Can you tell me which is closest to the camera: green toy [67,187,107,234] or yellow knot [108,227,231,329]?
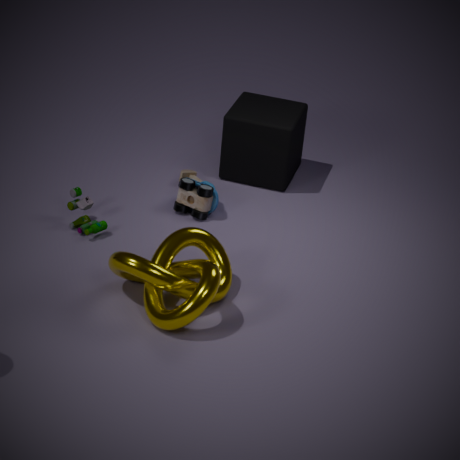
yellow knot [108,227,231,329]
